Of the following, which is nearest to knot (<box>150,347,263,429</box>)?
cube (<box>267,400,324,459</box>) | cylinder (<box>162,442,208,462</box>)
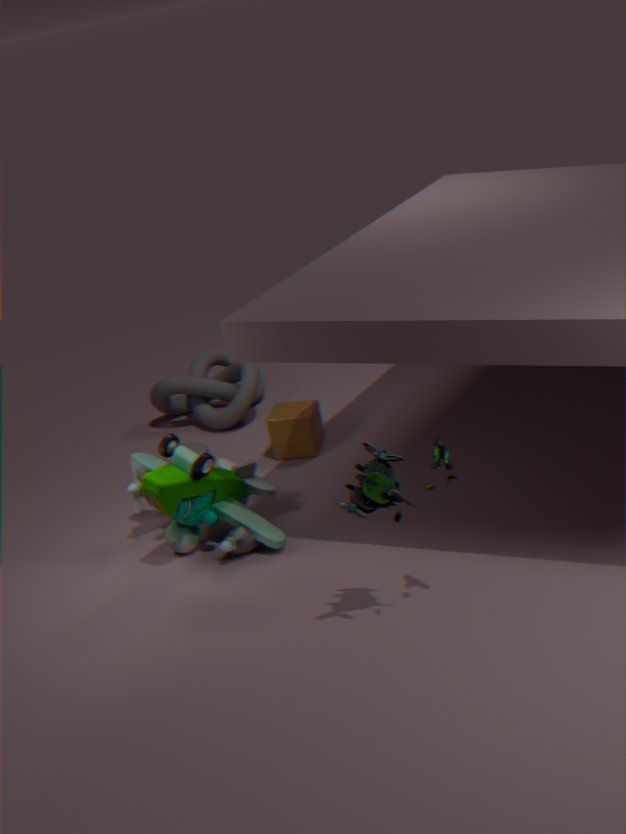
cube (<box>267,400,324,459</box>)
